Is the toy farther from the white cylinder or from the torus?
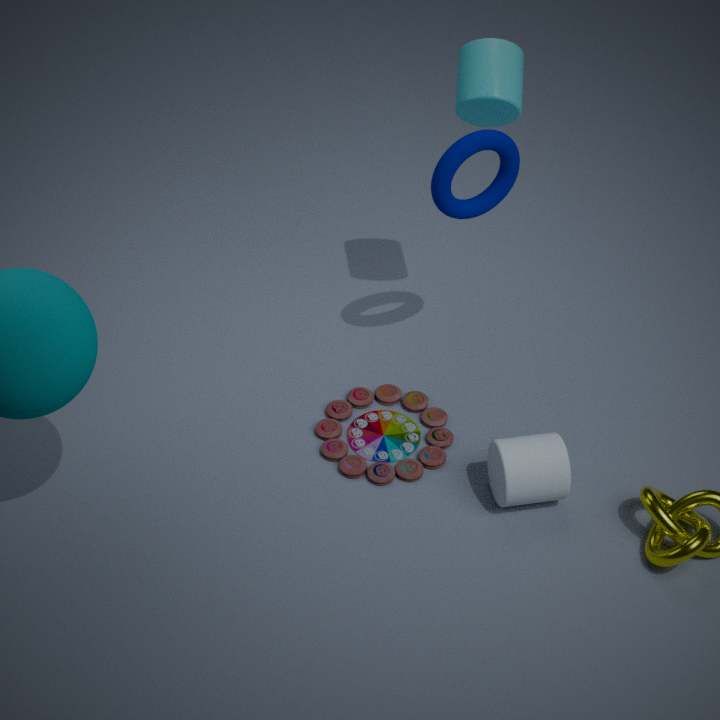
the torus
